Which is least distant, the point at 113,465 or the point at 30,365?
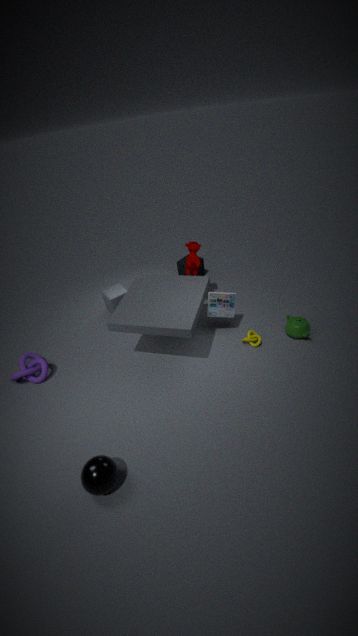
the point at 113,465
